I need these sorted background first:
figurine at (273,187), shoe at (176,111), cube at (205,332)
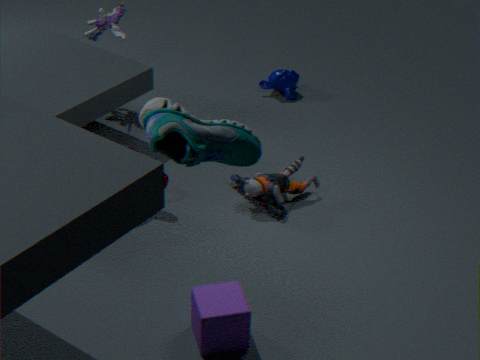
figurine at (273,187) < cube at (205,332) < shoe at (176,111)
